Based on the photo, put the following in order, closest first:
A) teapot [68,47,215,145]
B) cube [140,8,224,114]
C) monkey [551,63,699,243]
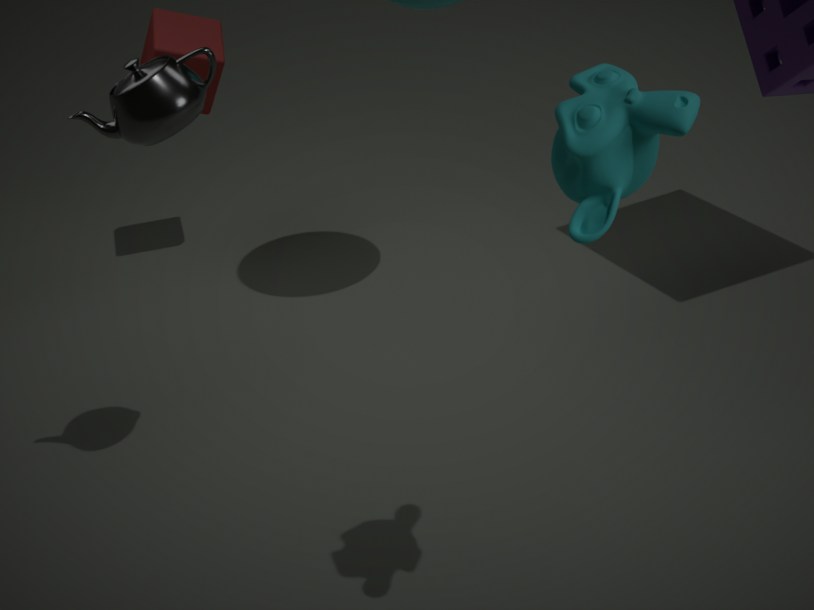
monkey [551,63,699,243] < teapot [68,47,215,145] < cube [140,8,224,114]
